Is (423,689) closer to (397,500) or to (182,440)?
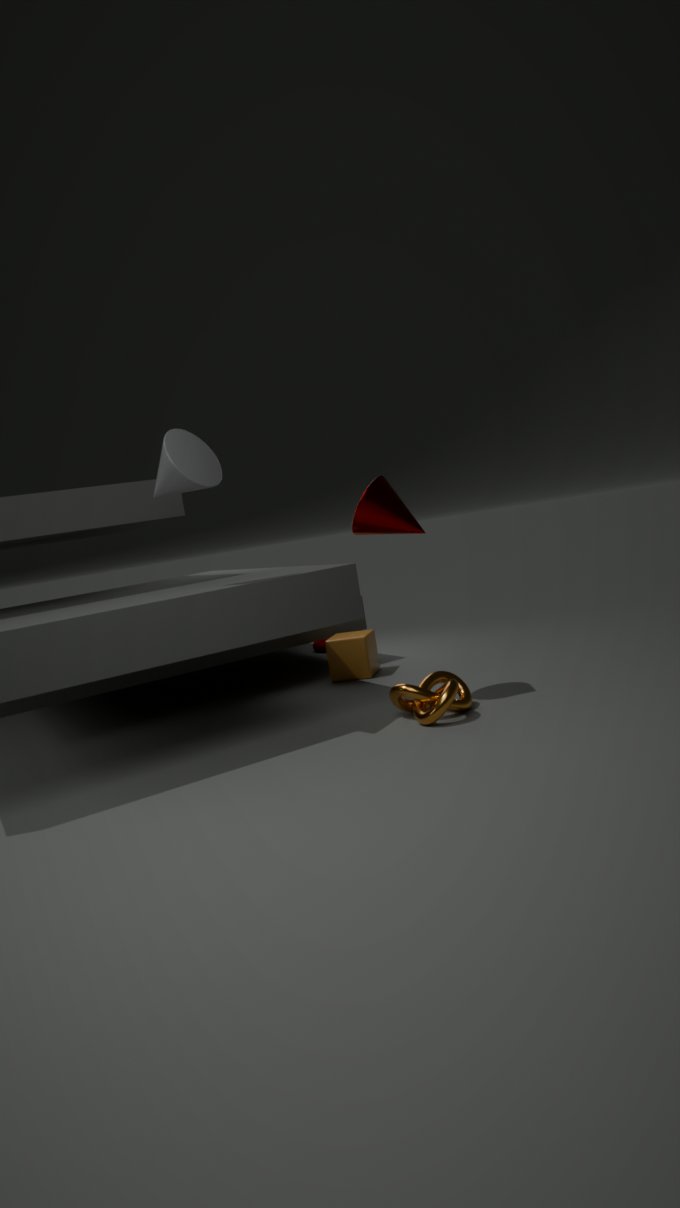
(397,500)
